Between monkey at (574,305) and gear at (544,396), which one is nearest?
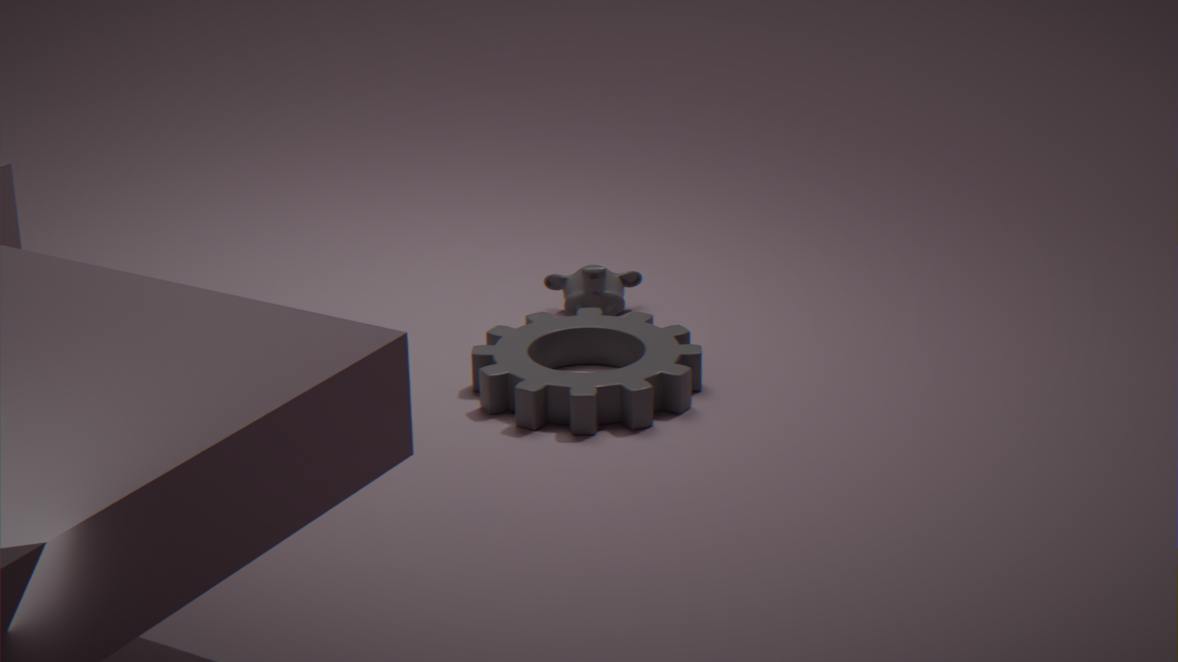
gear at (544,396)
